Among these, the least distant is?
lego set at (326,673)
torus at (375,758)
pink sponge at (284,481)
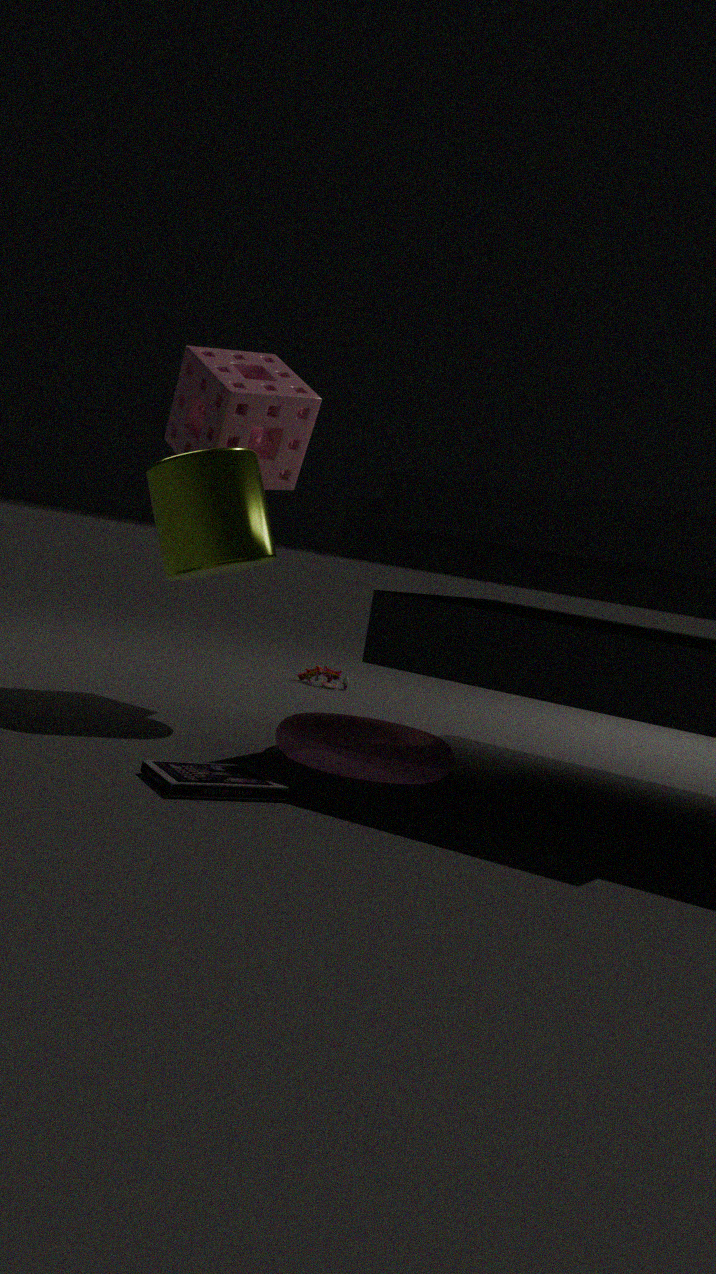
torus at (375,758)
